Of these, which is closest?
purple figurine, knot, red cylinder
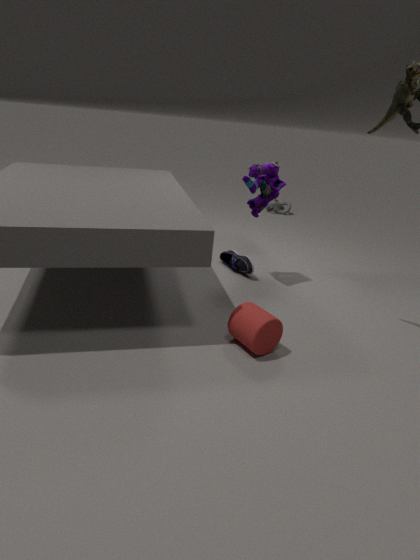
red cylinder
